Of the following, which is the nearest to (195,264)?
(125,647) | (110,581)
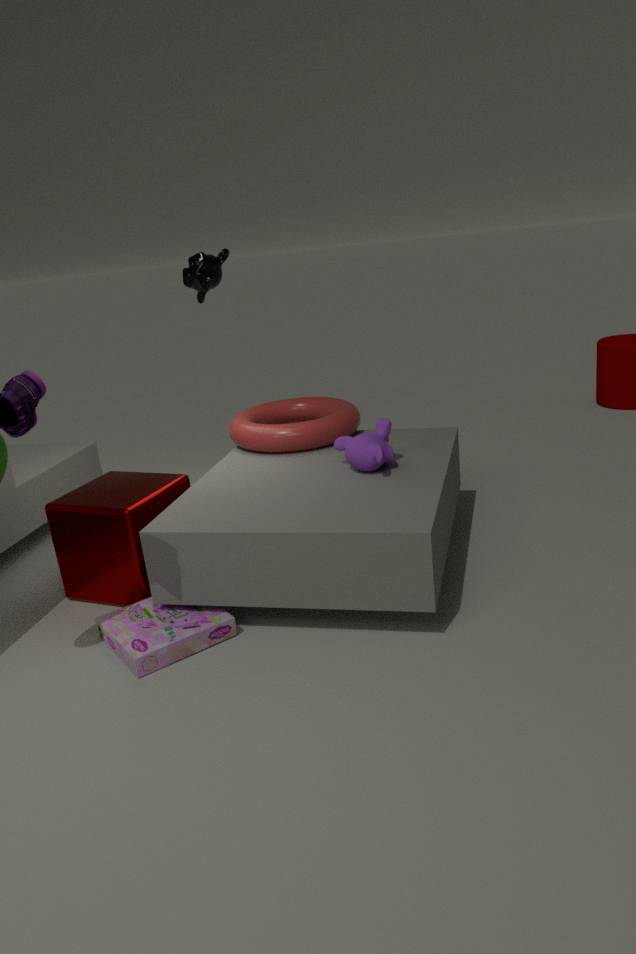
(110,581)
